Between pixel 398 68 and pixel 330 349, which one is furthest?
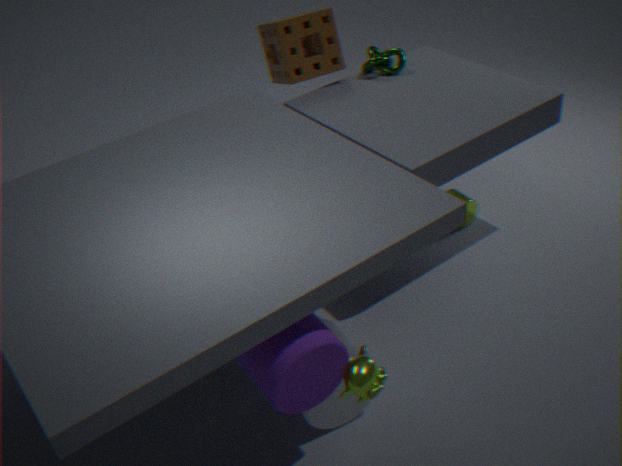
pixel 398 68
